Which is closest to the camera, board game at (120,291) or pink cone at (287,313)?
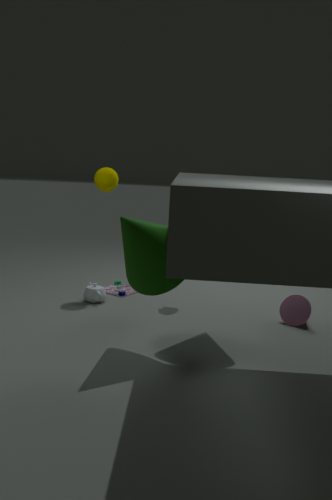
pink cone at (287,313)
